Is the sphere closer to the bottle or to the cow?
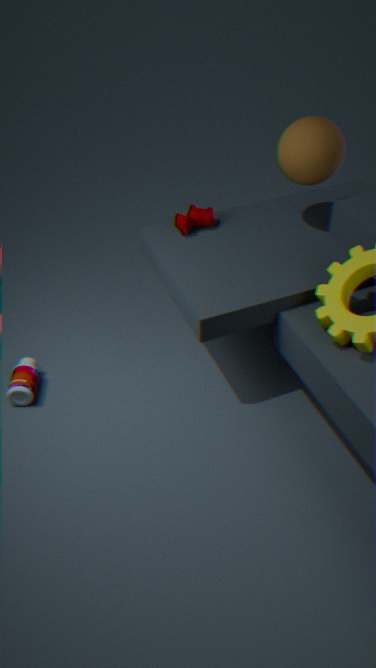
the cow
